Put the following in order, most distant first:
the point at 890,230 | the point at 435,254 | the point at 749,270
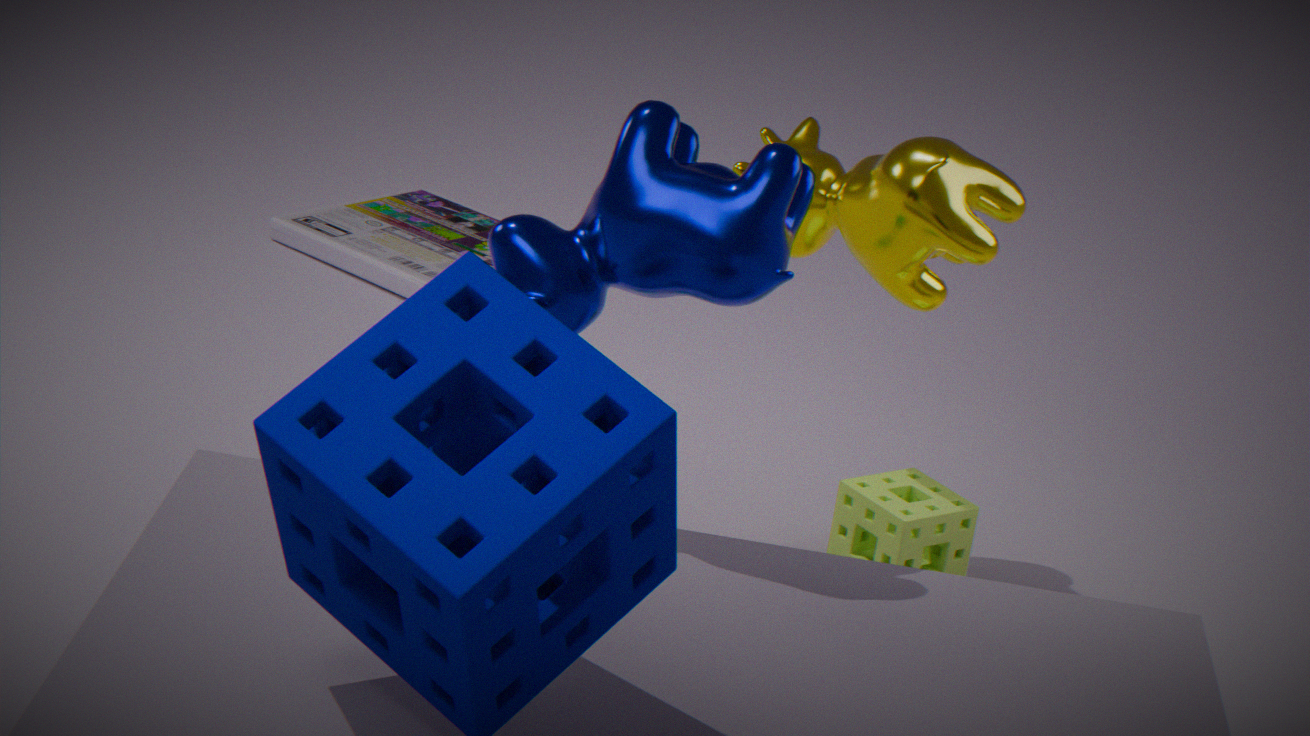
the point at 435,254
the point at 890,230
the point at 749,270
